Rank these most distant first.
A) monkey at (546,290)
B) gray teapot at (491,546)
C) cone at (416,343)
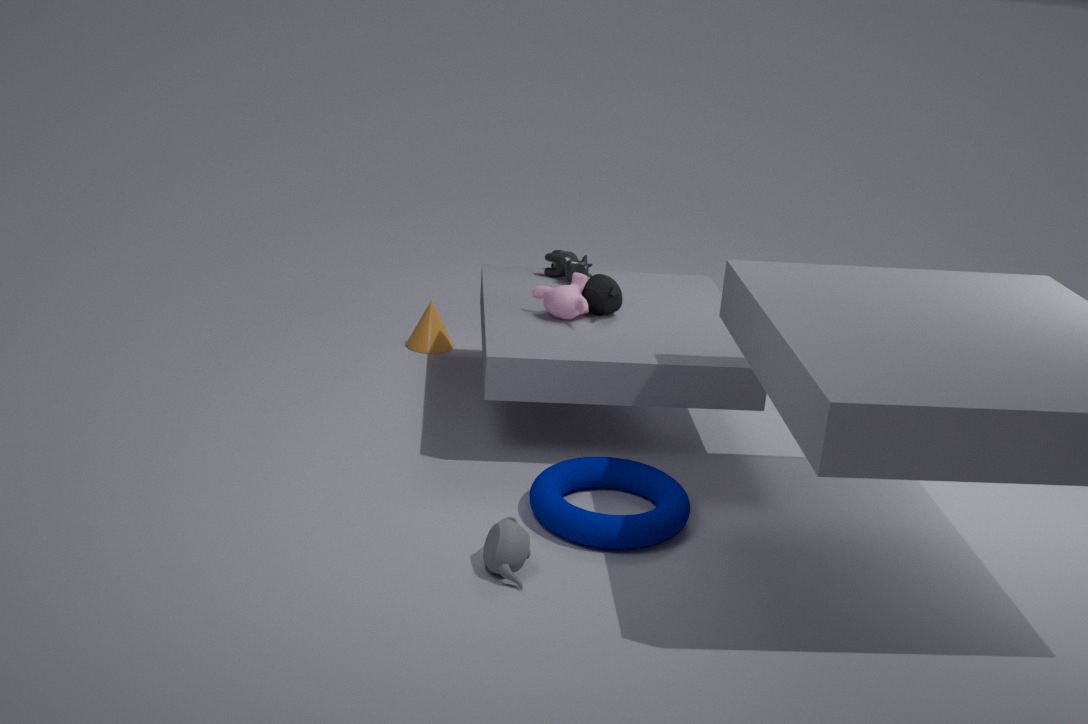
1. cone at (416,343)
2. monkey at (546,290)
3. gray teapot at (491,546)
